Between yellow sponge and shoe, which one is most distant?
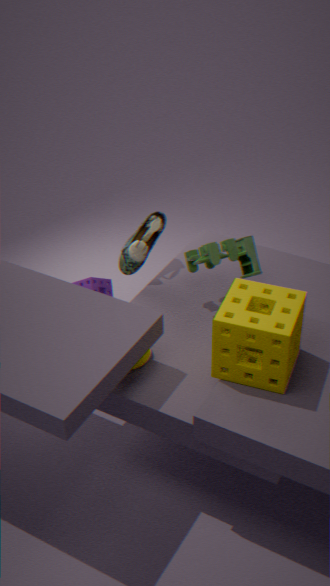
shoe
